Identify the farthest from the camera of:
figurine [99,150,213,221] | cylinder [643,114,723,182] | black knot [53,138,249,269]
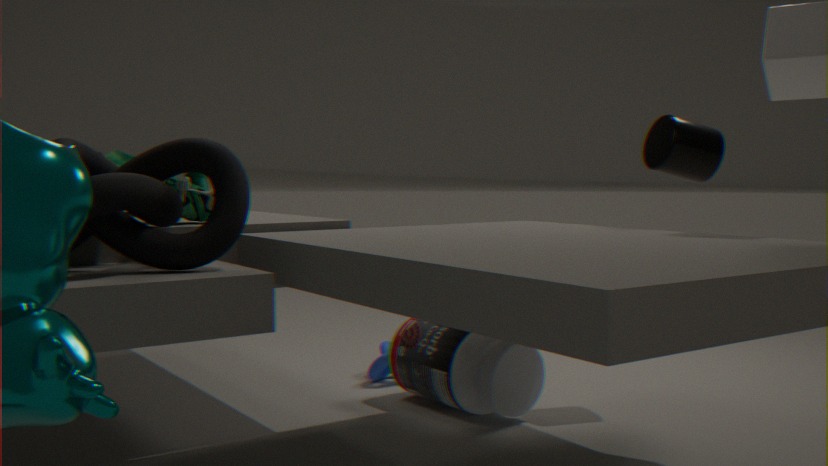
cylinder [643,114,723,182]
